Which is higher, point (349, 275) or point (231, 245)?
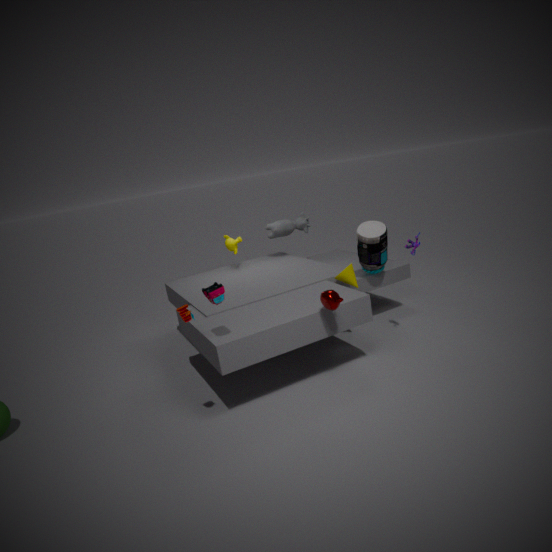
point (231, 245)
